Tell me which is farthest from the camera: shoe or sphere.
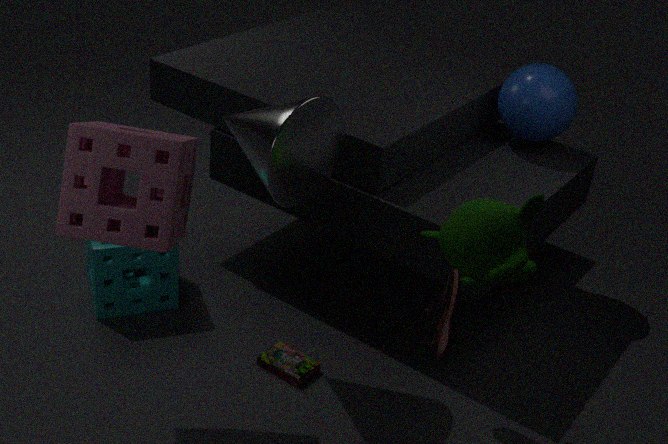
sphere
